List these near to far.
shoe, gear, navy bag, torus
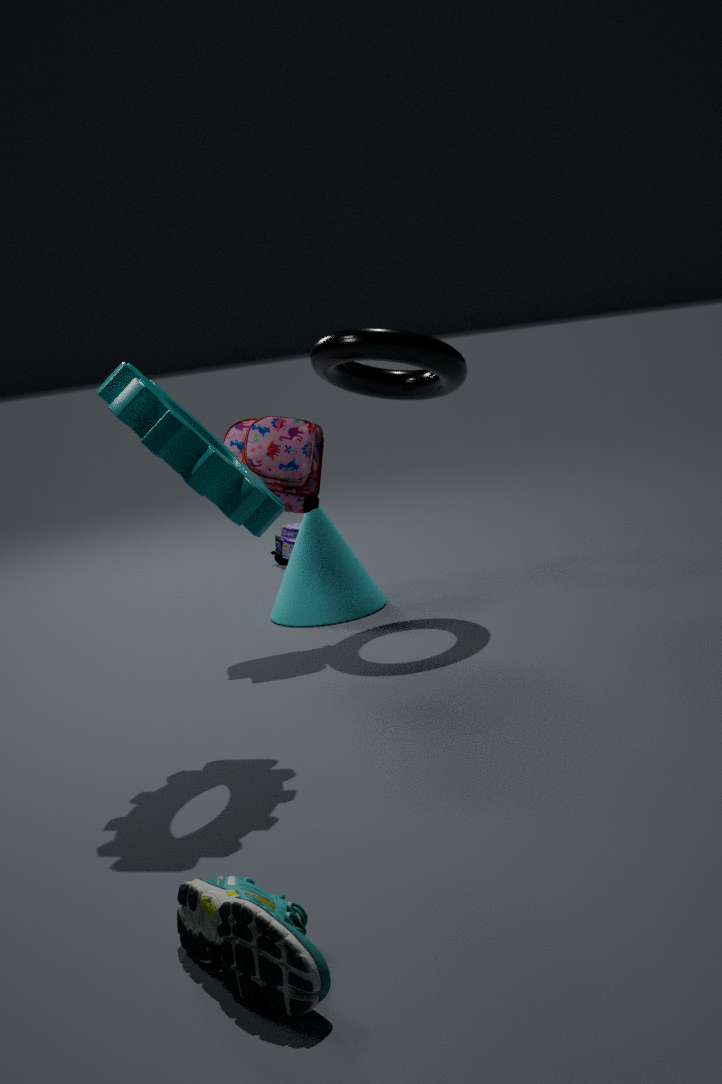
shoe
gear
torus
navy bag
